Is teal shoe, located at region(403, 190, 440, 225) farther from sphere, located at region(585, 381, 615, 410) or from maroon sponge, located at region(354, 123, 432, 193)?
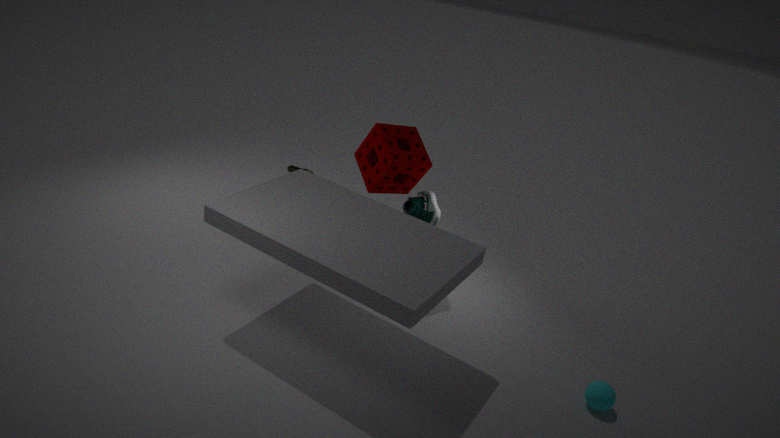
sphere, located at region(585, 381, 615, 410)
